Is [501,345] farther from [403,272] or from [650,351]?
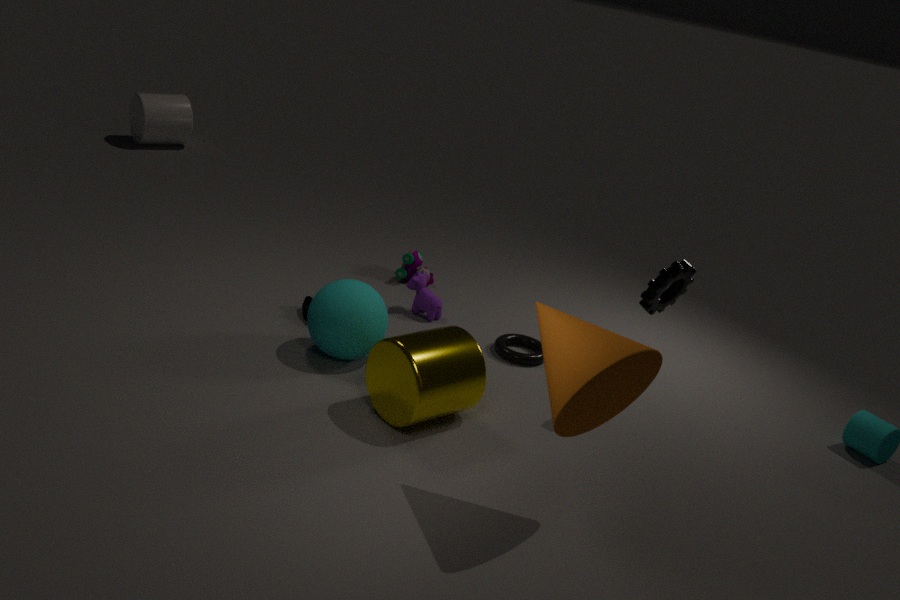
[650,351]
